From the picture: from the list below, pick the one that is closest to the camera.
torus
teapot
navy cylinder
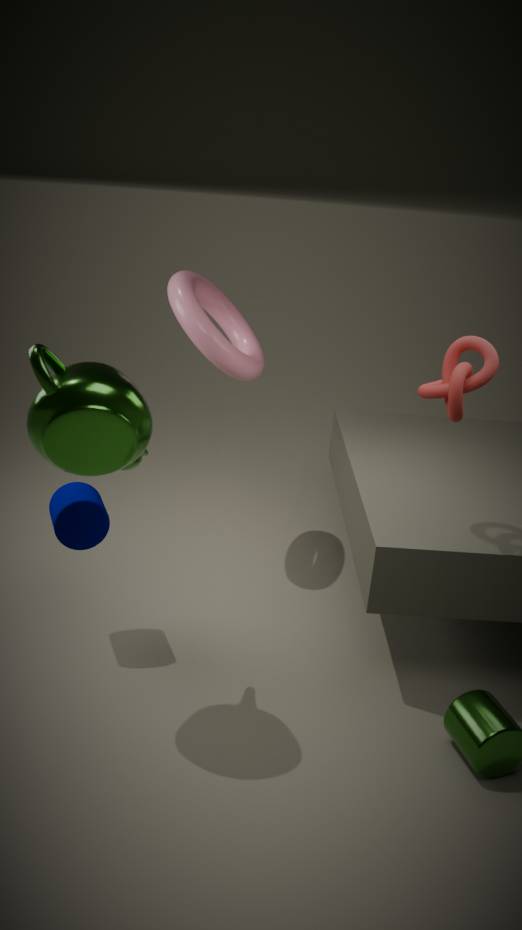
teapot
